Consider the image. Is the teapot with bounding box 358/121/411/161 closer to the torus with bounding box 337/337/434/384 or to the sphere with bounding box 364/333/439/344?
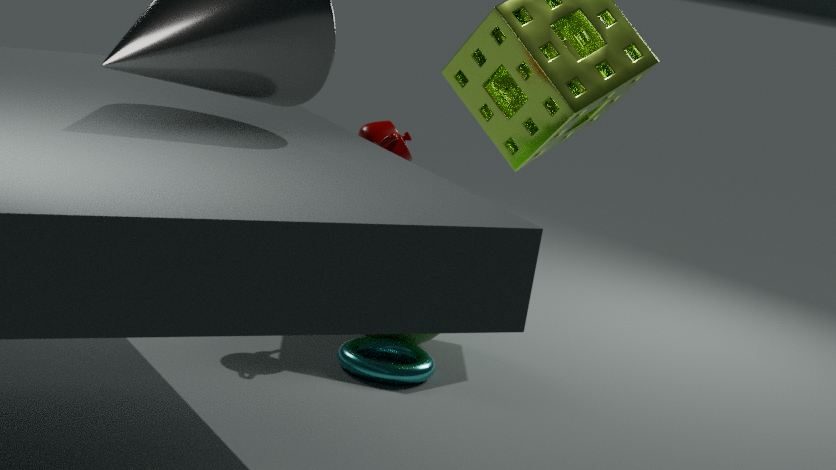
the sphere with bounding box 364/333/439/344
